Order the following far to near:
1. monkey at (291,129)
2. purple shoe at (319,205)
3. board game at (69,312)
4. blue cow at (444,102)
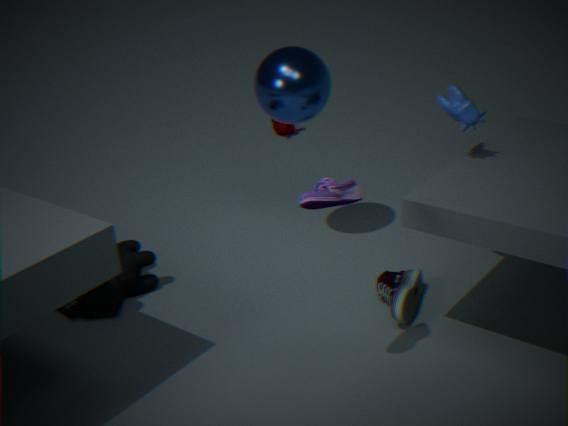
monkey at (291,129), board game at (69,312), blue cow at (444,102), purple shoe at (319,205)
